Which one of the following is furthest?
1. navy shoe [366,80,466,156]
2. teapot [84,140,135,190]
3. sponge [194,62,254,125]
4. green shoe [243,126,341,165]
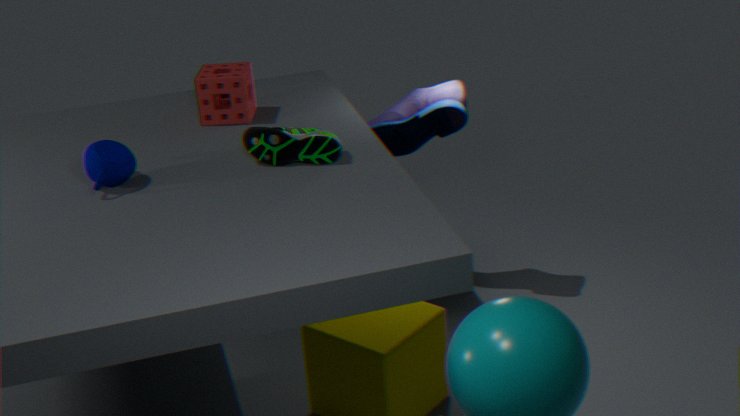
navy shoe [366,80,466,156]
